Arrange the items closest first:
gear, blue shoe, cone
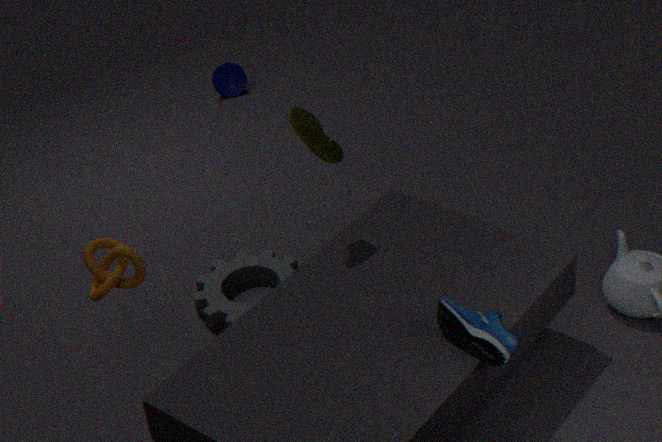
blue shoe, gear, cone
